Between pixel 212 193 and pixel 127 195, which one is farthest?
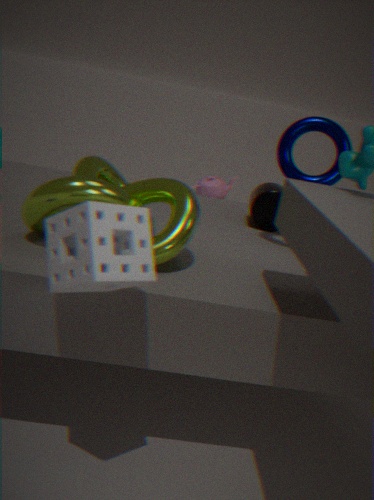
pixel 212 193
